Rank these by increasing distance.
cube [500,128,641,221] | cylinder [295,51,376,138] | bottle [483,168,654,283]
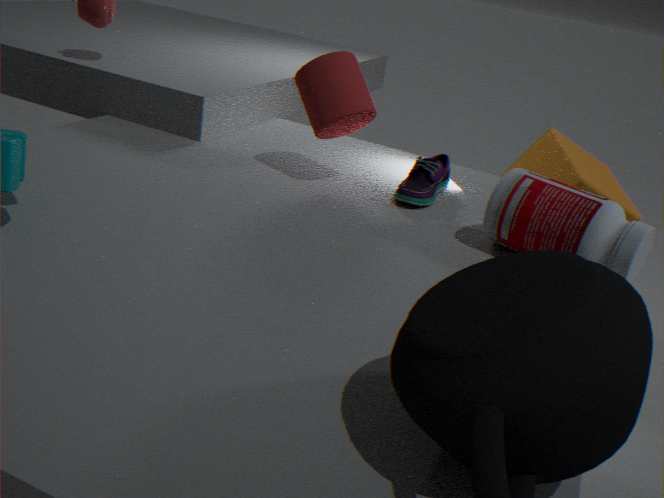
bottle [483,168,654,283] → cylinder [295,51,376,138] → cube [500,128,641,221]
